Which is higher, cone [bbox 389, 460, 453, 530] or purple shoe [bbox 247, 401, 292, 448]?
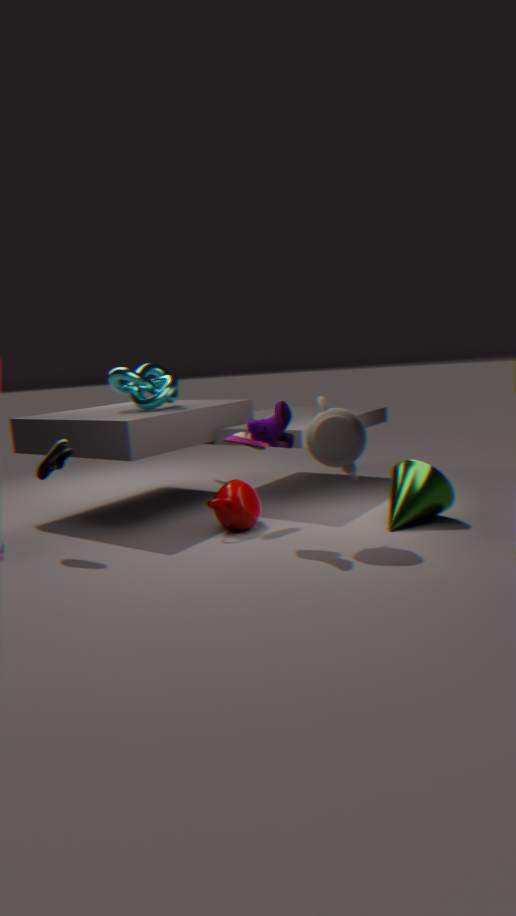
purple shoe [bbox 247, 401, 292, 448]
